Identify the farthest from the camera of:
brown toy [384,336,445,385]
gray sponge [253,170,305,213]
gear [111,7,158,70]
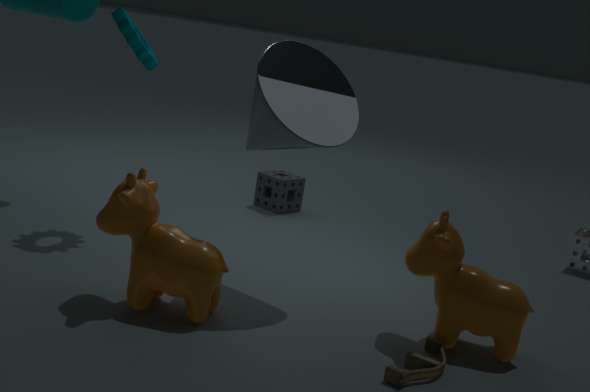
gray sponge [253,170,305,213]
